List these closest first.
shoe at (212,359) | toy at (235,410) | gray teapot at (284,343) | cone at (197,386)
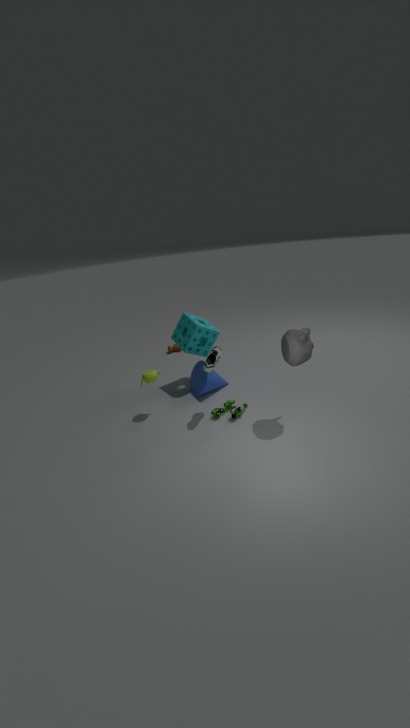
gray teapot at (284,343) → shoe at (212,359) → toy at (235,410) → cone at (197,386)
